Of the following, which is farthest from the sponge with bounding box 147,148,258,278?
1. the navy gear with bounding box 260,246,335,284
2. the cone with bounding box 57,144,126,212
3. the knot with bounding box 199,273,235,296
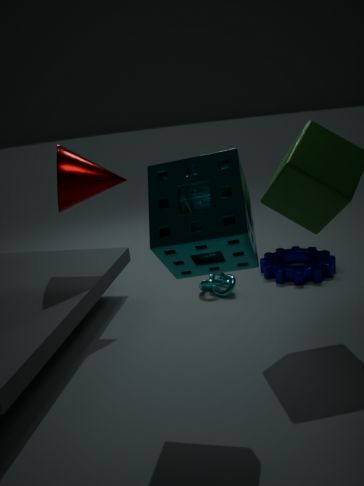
the navy gear with bounding box 260,246,335,284
